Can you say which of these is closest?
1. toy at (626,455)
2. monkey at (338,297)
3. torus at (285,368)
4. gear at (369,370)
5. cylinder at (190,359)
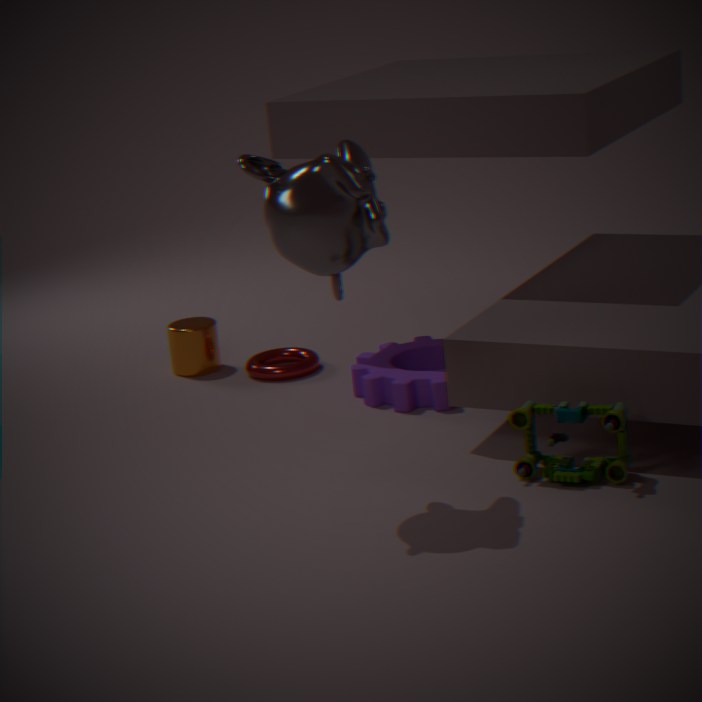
monkey at (338,297)
